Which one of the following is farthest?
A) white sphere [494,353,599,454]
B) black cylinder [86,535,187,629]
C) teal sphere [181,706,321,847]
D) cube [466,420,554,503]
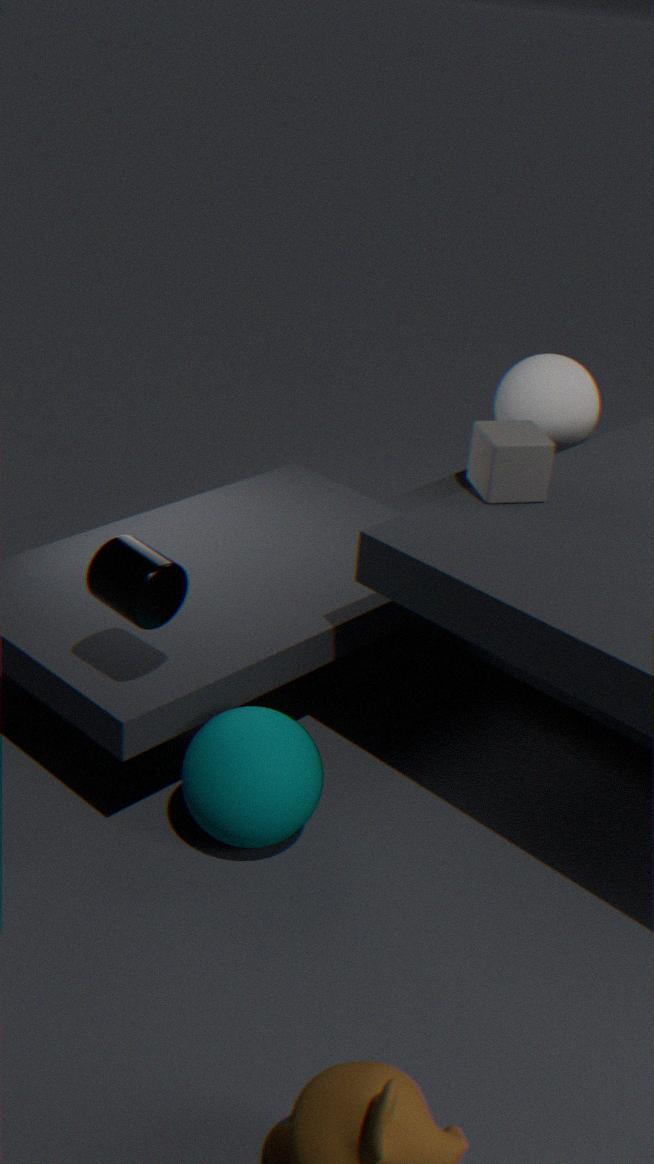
white sphere [494,353,599,454]
